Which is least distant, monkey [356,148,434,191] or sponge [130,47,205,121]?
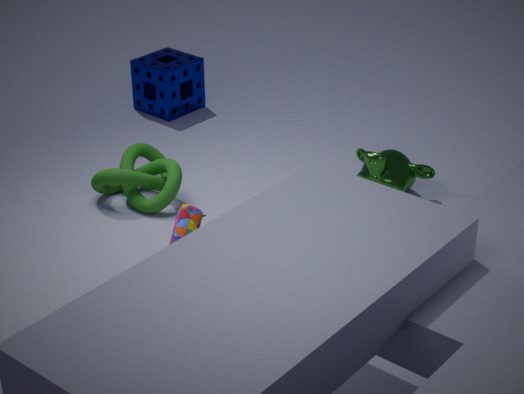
monkey [356,148,434,191]
